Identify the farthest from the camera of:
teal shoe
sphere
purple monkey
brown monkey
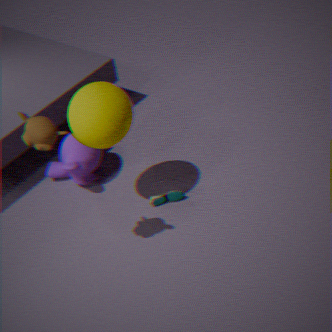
purple monkey
